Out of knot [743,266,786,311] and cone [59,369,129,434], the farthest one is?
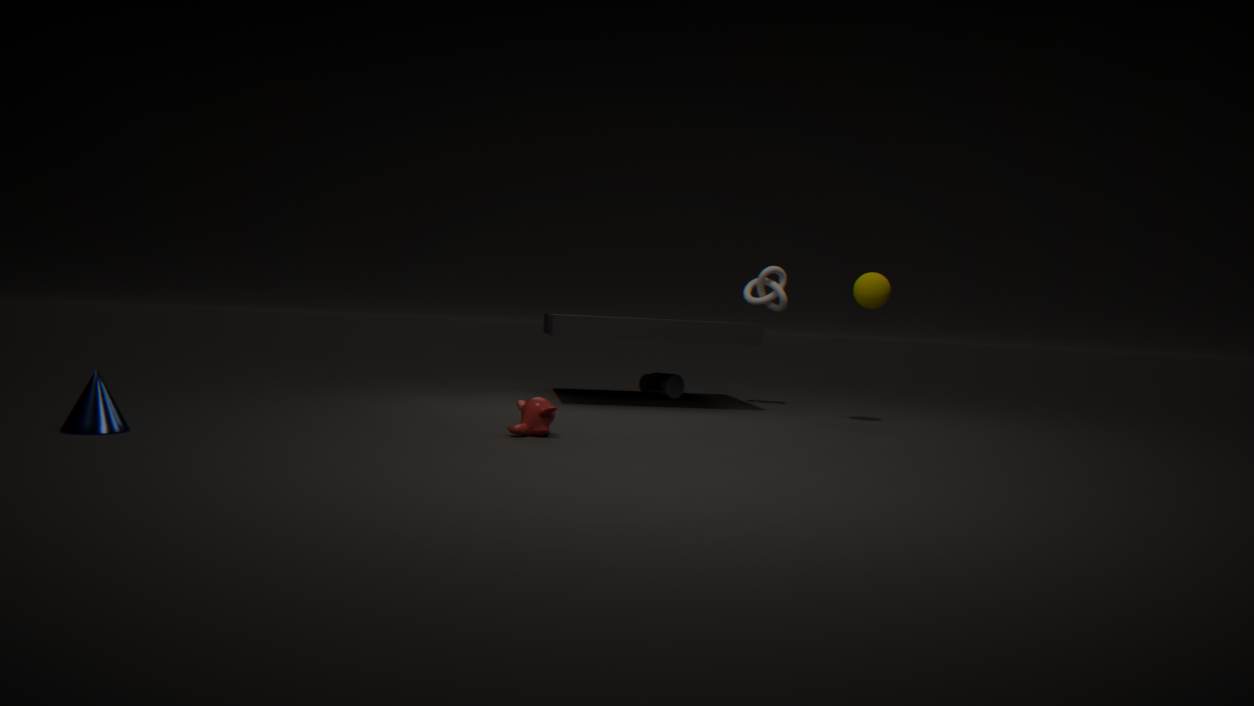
knot [743,266,786,311]
